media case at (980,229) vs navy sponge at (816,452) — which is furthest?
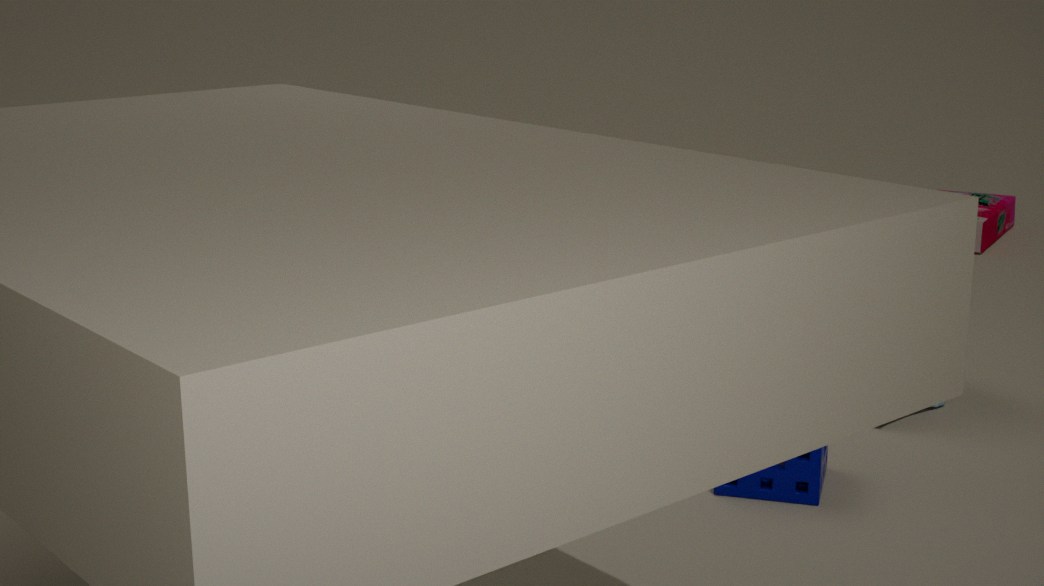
media case at (980,229)
